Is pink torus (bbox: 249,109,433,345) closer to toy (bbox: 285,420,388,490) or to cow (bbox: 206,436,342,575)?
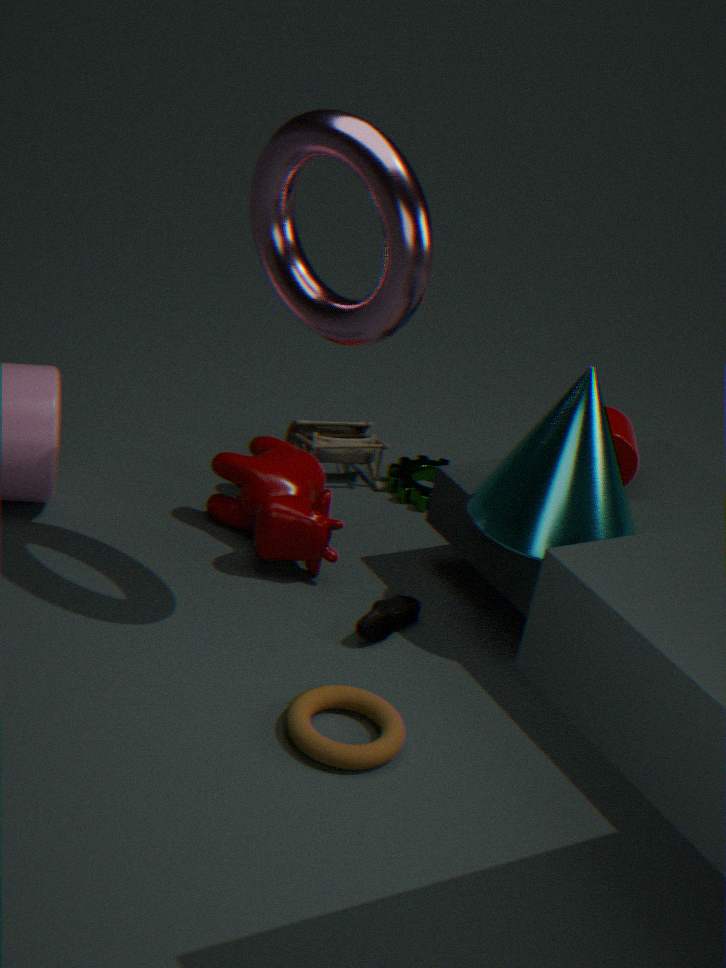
cow (bbox: 206,436,342,575)
